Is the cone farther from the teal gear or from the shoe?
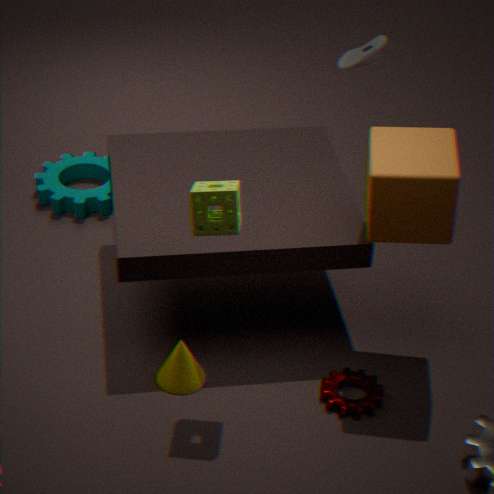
the shoe
